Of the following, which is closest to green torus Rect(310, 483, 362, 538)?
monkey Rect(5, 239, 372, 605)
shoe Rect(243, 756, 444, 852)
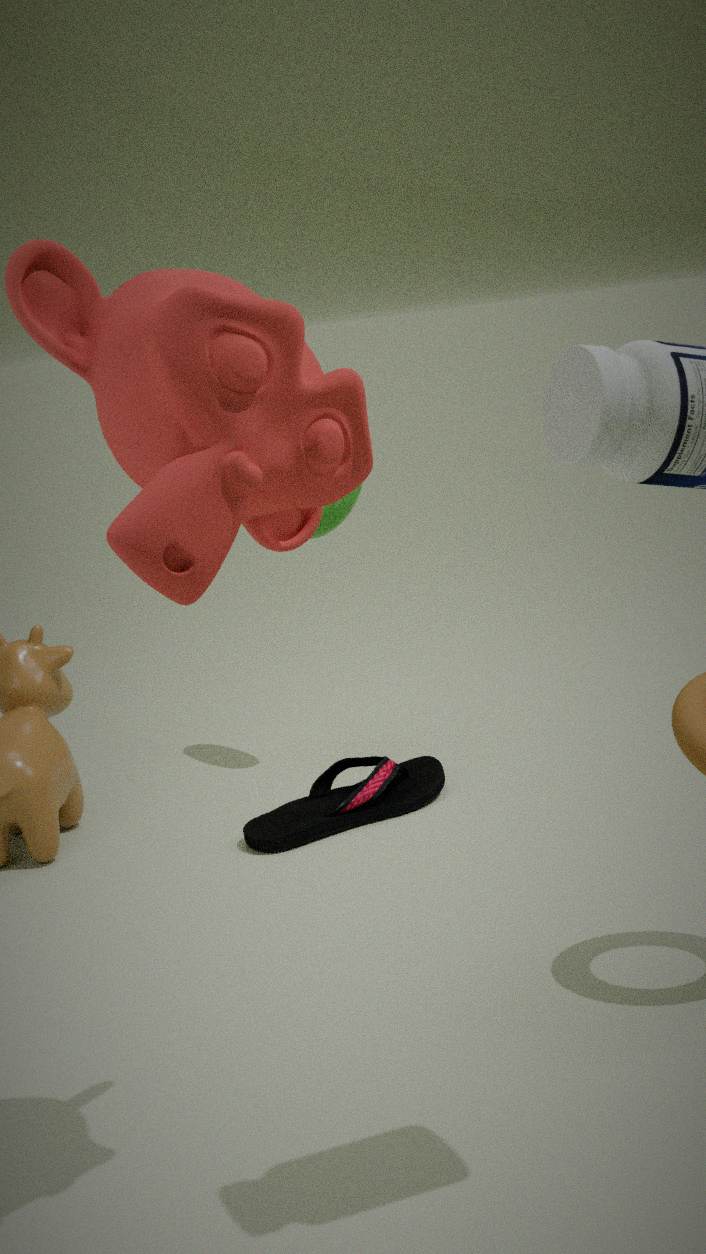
shoe Rect(243, 756, 444, 852)
